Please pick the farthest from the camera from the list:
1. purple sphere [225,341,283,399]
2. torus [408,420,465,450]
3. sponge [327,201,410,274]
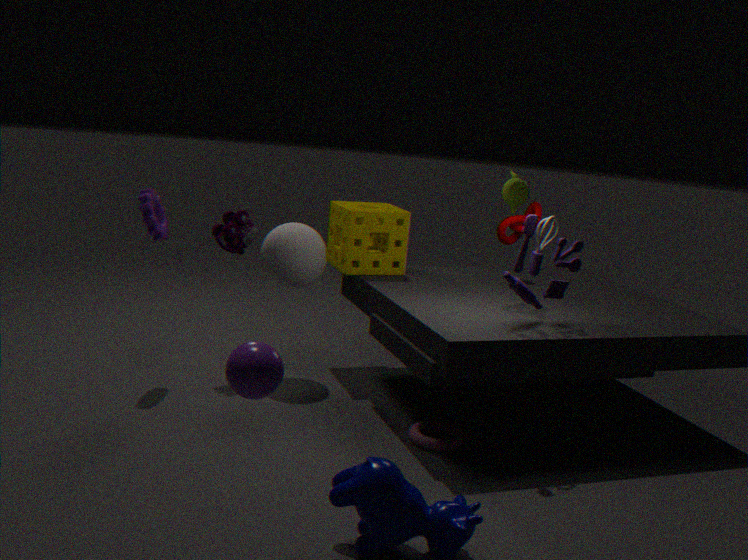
sponge [327,201,410,274]
